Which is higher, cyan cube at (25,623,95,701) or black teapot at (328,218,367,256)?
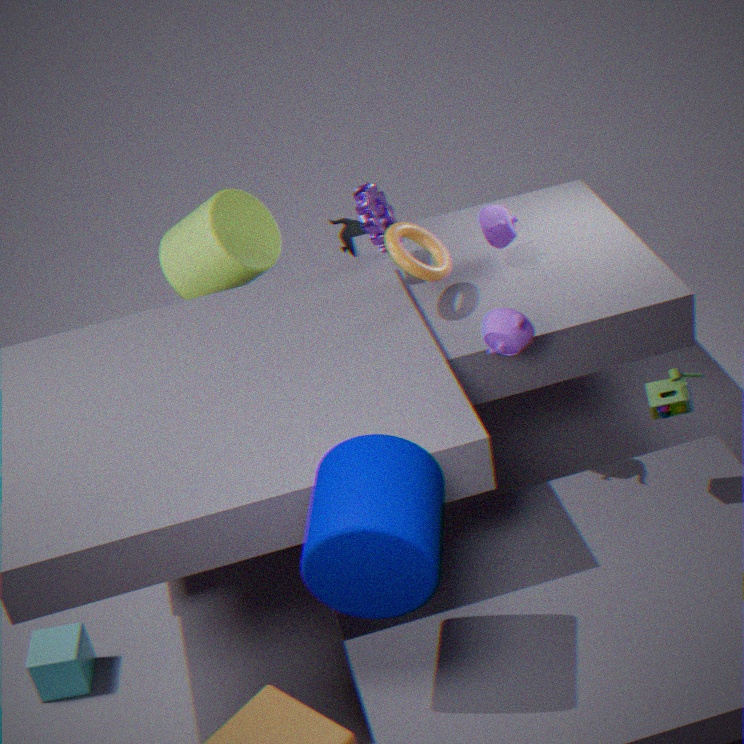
black teapot at (328,218,367,256)
